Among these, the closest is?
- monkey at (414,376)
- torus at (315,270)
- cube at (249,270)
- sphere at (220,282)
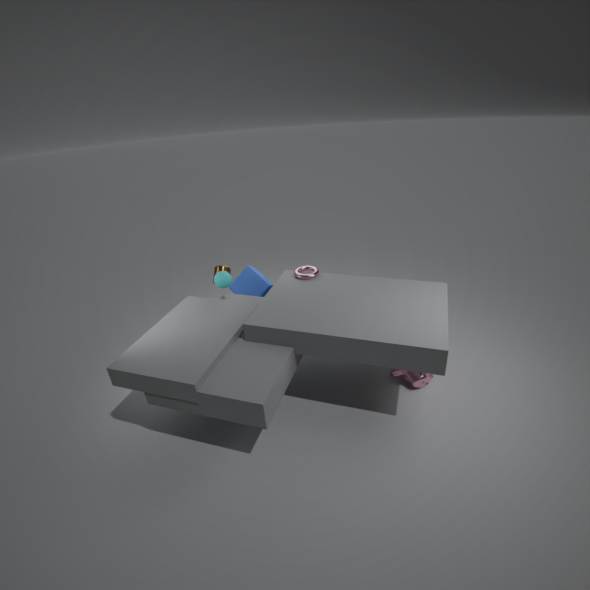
monkey at (414,376)
